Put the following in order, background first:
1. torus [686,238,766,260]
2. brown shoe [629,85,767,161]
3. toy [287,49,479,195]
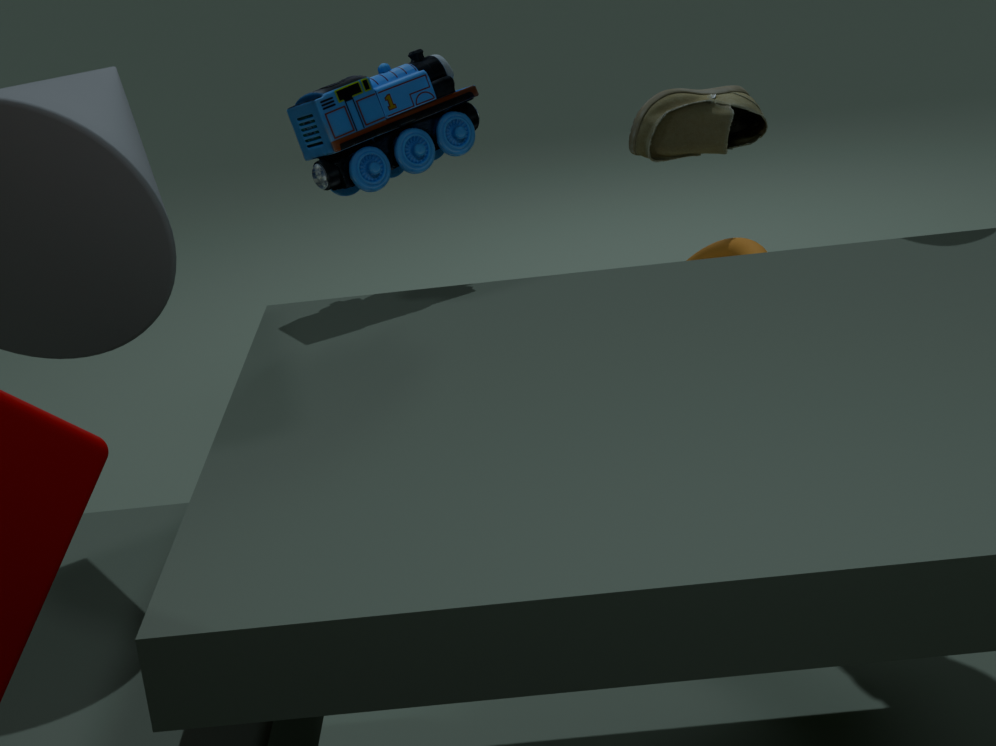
brown shoe [629,85,767,161] → torus [686,238,766,260] → toy [287,49,479,195]
